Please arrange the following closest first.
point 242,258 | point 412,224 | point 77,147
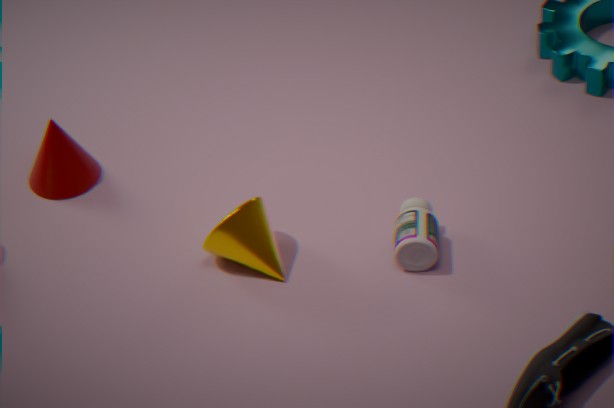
point 412,224, point 242,258, point 77,147
